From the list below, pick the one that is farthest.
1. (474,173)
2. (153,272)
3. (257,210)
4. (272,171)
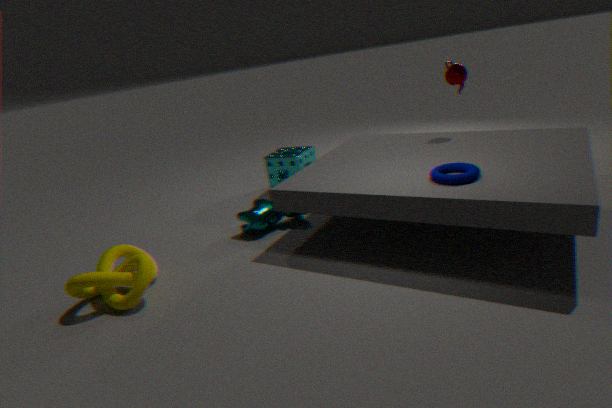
(272,171)
